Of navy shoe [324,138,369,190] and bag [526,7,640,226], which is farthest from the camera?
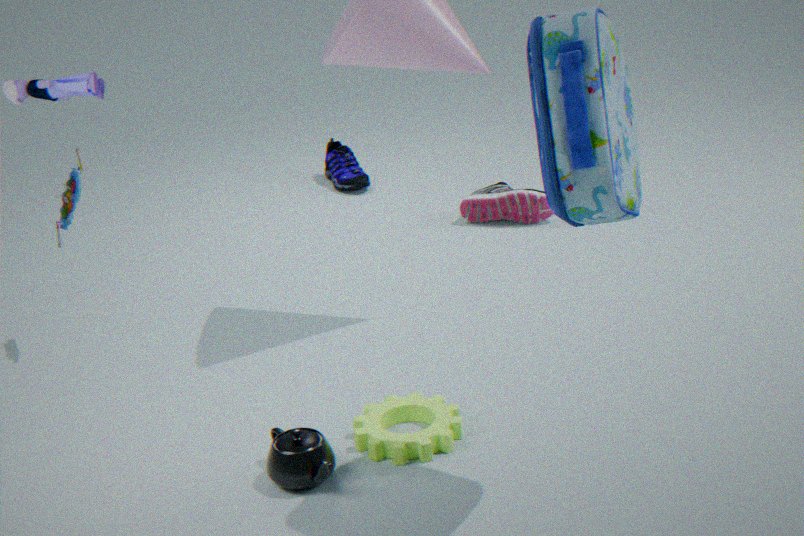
navy shoe [324,138,369,190]
